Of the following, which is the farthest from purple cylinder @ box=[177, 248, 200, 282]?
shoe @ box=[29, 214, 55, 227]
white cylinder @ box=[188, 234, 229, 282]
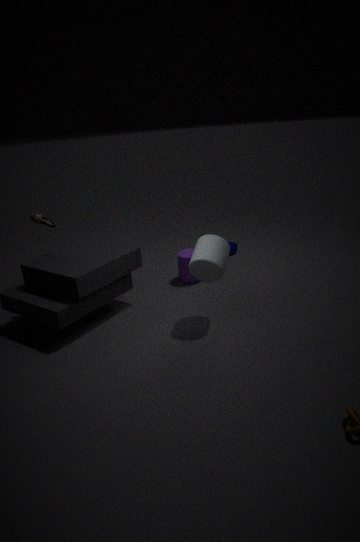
shoe @ box=[29, 214, 55, 227]
